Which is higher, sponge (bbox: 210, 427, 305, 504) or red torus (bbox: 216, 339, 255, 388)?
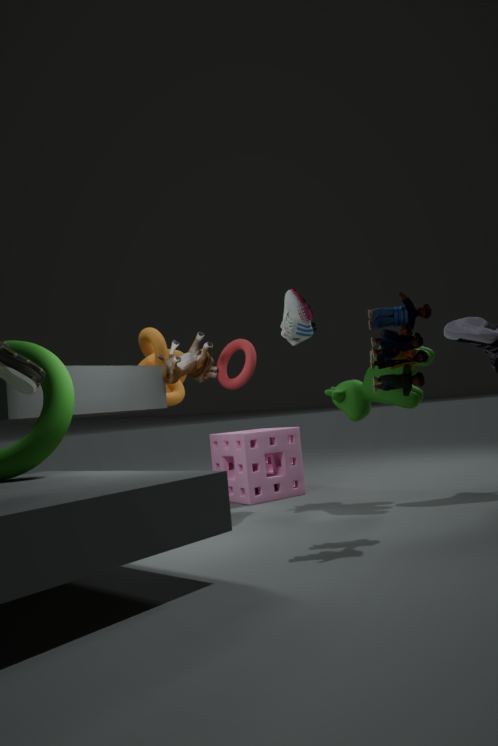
red torus (bbox: 216, 339, 255, 388)
